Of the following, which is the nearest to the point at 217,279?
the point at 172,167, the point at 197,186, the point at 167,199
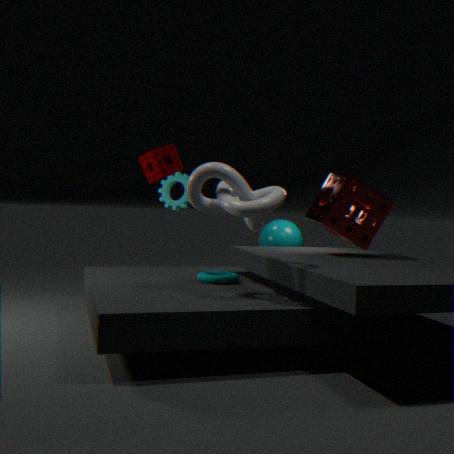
the point at 197,186
